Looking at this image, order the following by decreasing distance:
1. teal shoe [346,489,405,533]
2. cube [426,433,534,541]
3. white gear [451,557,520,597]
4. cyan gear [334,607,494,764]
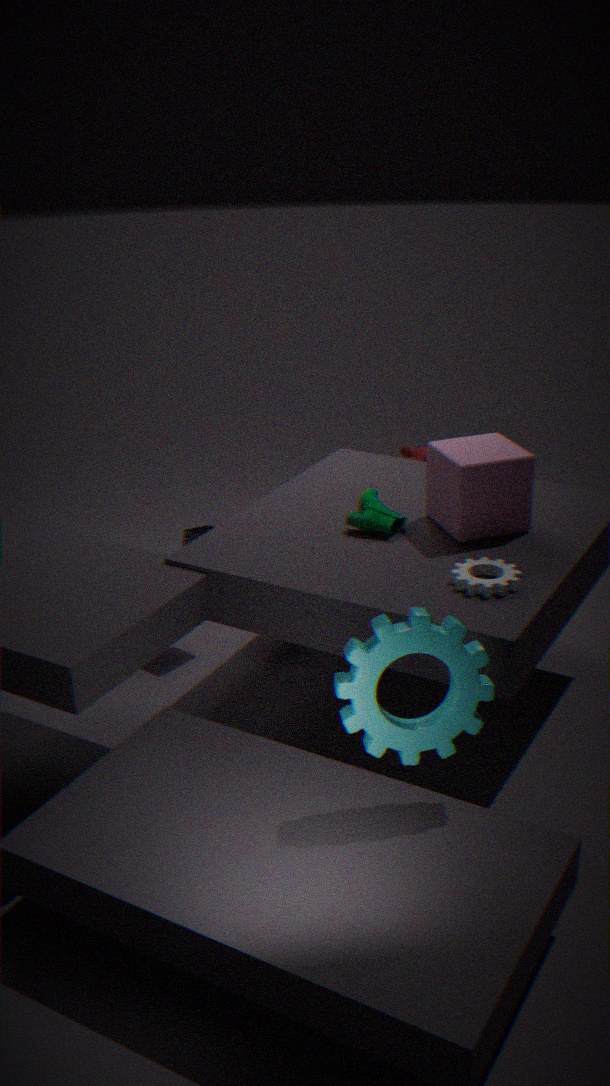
1. teal shoe [346,489,405,533]
2. cube [426,433,534,541]
3. white gear [451,557,520,597]
4. cyan gear [334,607,494,764]
